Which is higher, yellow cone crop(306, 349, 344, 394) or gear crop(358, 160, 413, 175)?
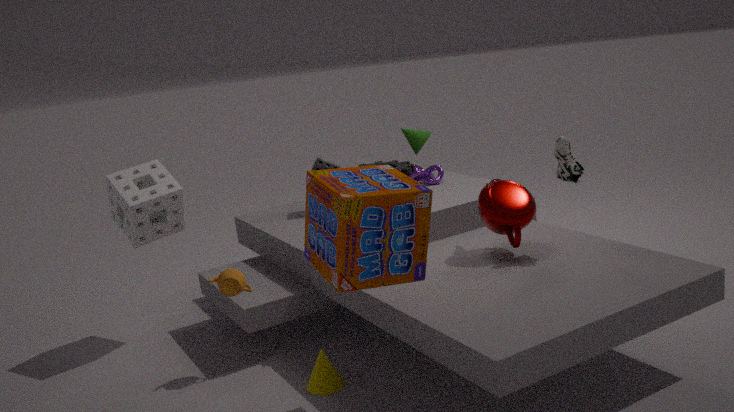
gear crop(358, 160, 413, 175)
